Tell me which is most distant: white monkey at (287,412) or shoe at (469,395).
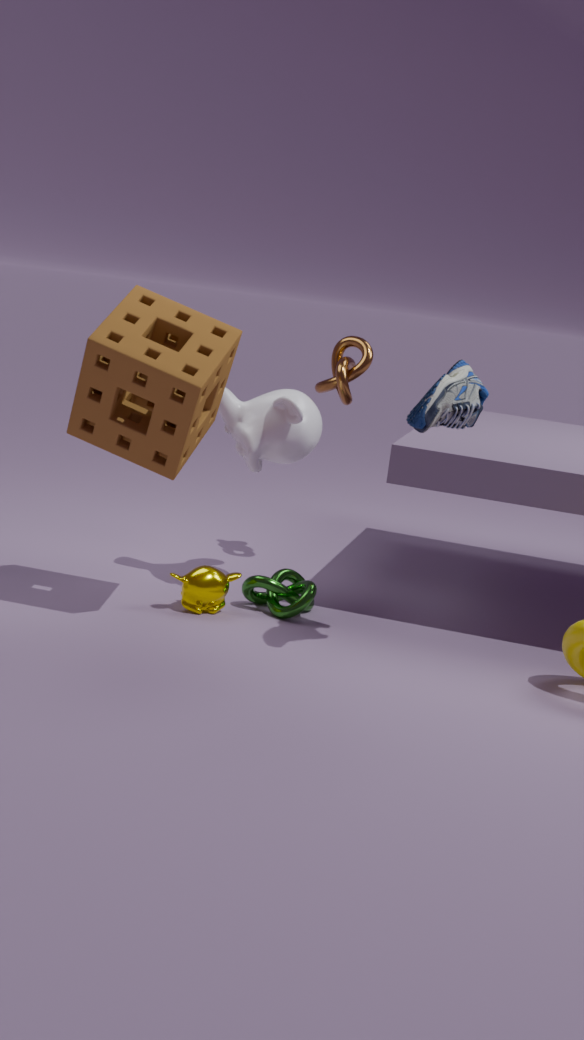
white monkey at (287,412)
